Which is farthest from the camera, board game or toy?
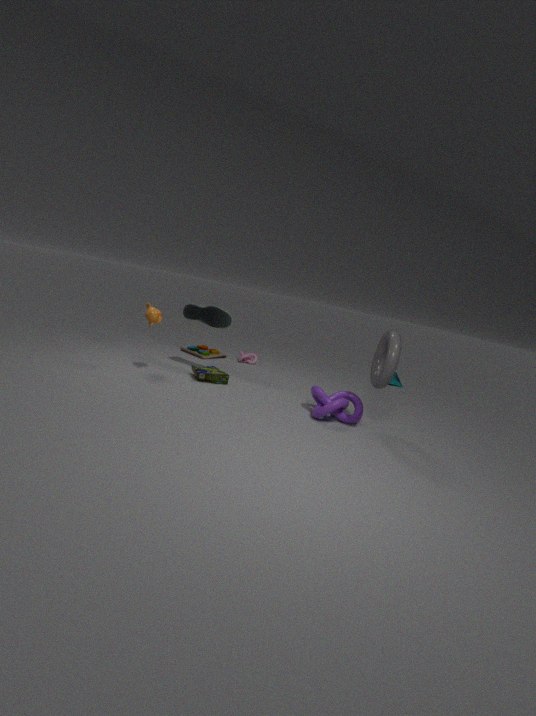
toy
